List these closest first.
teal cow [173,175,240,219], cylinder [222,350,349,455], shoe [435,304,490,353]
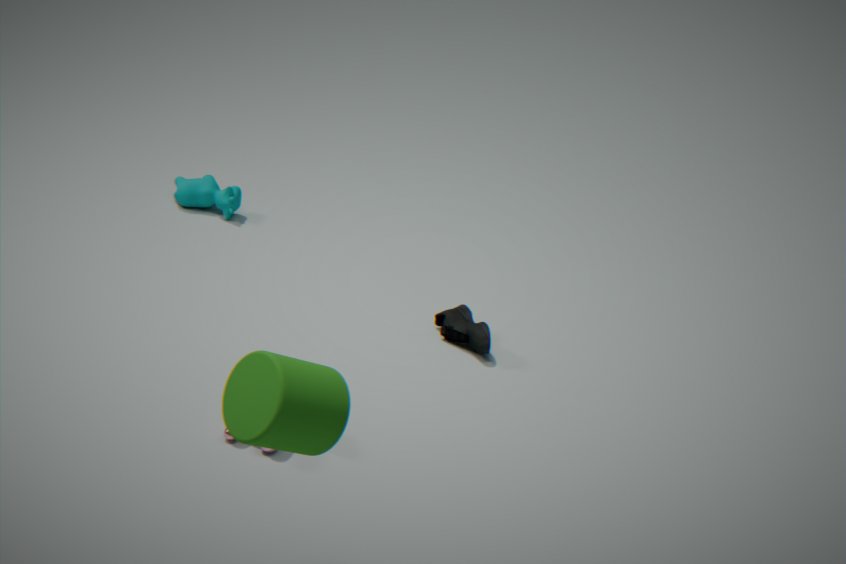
cylinder [222,350,349,455] → shoe [435,304,490,353] → teal cow [173,175,240,219]
